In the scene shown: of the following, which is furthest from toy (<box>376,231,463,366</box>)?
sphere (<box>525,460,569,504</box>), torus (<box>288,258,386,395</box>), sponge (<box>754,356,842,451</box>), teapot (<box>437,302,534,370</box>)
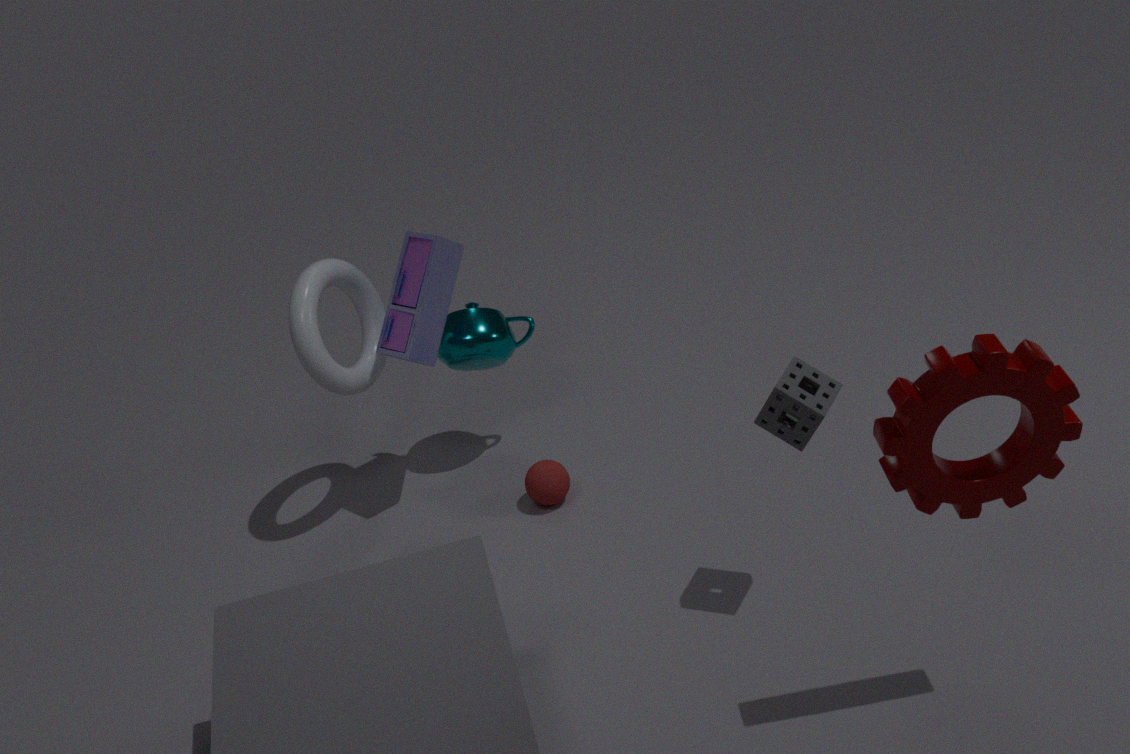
sponge (<box>754,356,842,451</box>)
